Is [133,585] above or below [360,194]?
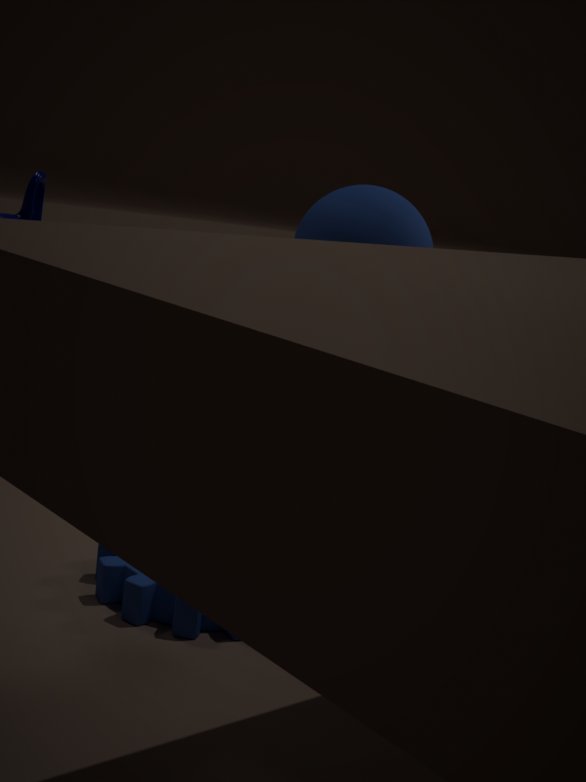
below
